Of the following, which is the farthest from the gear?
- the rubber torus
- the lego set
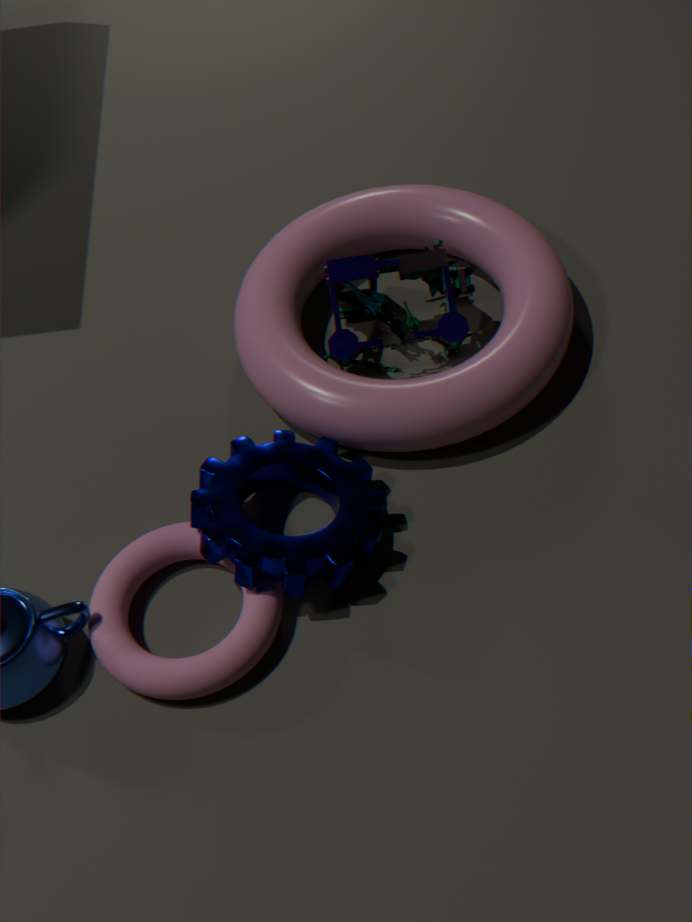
the lego set
